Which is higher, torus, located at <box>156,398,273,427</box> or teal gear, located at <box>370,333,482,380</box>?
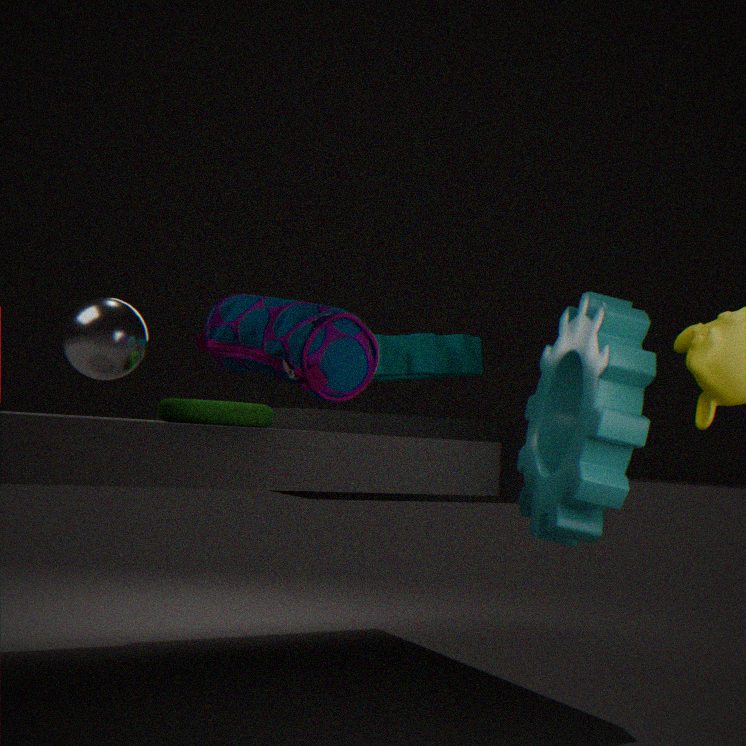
teal gear, located at <box>370,333,482,380</box>
